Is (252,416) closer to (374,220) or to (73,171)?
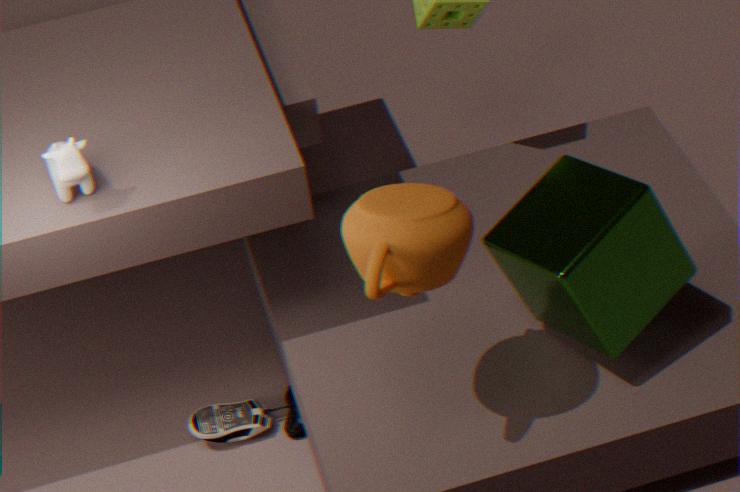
(73,171)
